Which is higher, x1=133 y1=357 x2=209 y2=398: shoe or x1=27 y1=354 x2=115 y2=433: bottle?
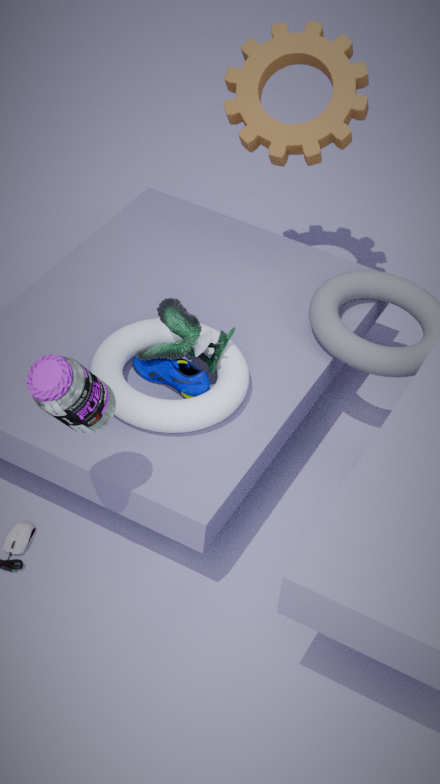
x1=27 y1=354 x2=115 y2=433: bottle
